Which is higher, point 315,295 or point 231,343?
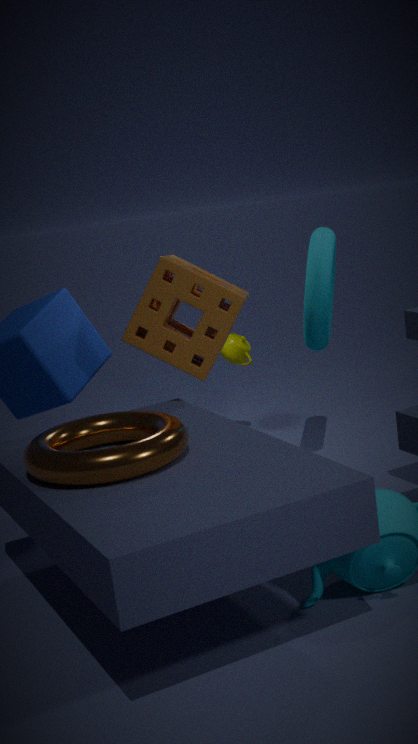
point 315,295
